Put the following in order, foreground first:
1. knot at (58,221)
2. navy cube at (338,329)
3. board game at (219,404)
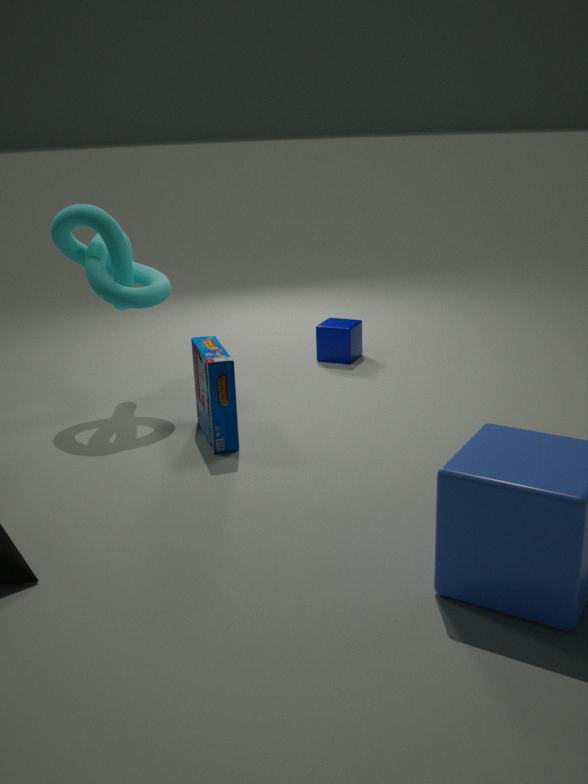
board game at (219,404)
knot at (58,221)
navy cube at (338,329)
